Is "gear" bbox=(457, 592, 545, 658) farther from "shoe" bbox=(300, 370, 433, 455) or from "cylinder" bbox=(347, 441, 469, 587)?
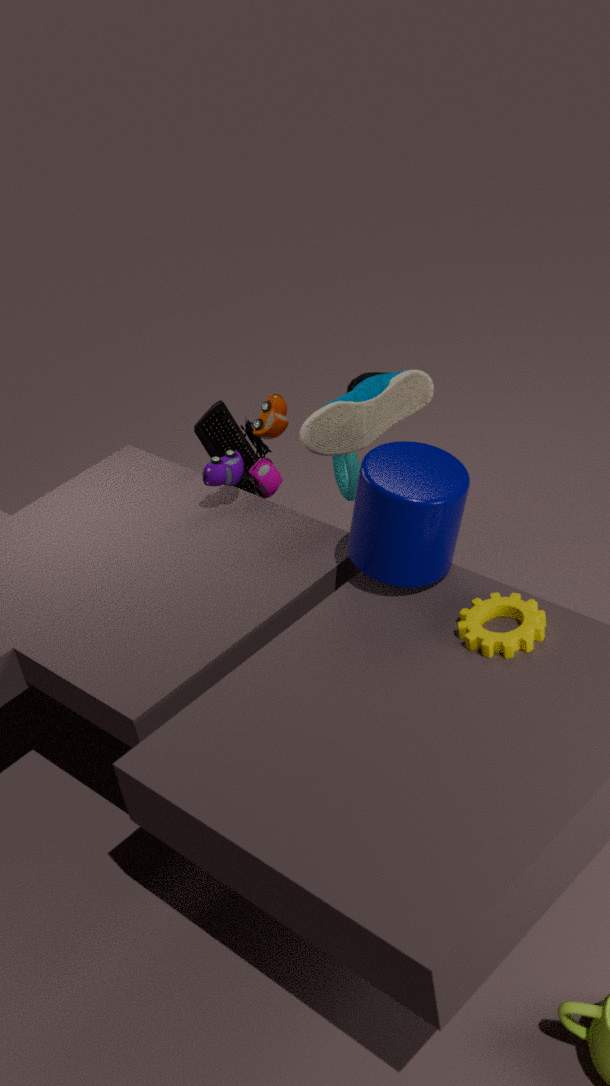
"shoe" bbox=(300, 370, 433, 455)
